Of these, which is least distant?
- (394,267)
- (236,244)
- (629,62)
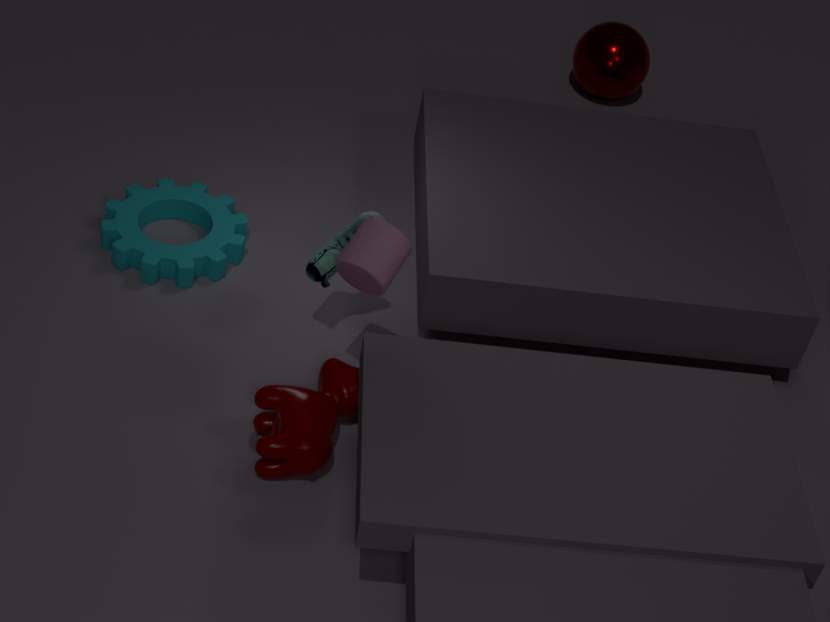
(394,267)
